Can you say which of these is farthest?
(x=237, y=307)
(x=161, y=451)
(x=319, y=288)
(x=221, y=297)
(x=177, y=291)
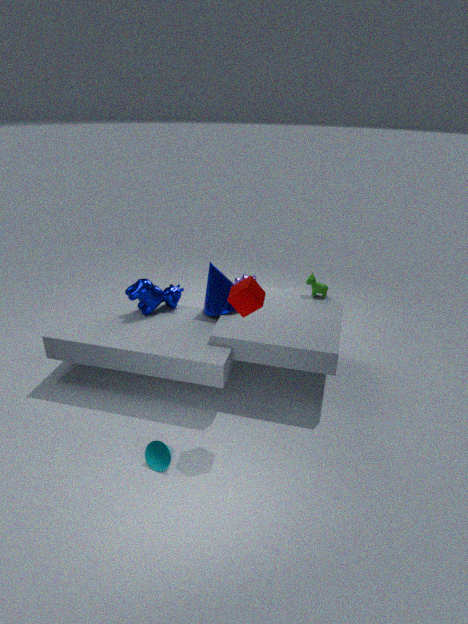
(x=319, y=288)
